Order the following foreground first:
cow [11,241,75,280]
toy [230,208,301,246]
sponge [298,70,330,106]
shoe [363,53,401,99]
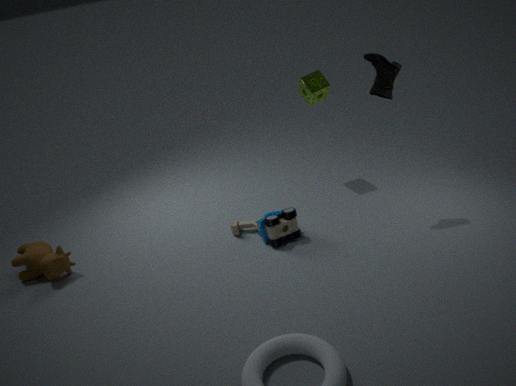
shoe [363,53,401,99], cow [11,241,75,280], toy [230,208,301,246], sponge [298,70,330,106]
